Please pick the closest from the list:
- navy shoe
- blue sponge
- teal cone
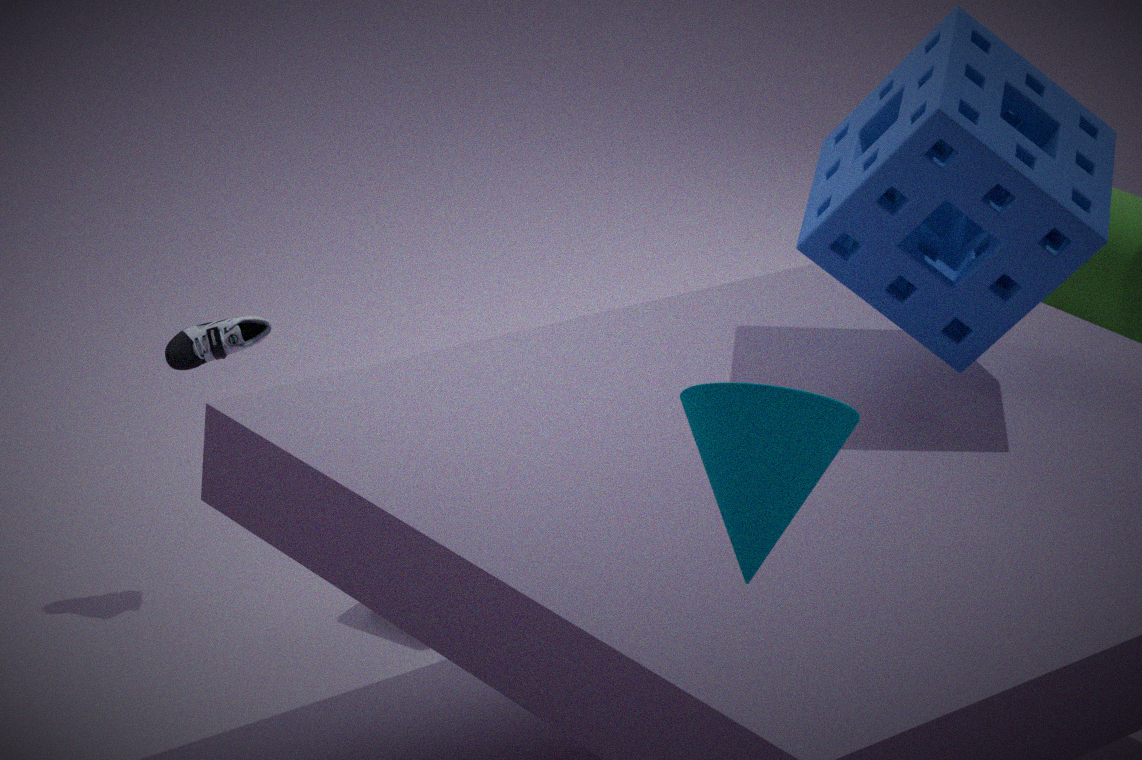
teal cone
